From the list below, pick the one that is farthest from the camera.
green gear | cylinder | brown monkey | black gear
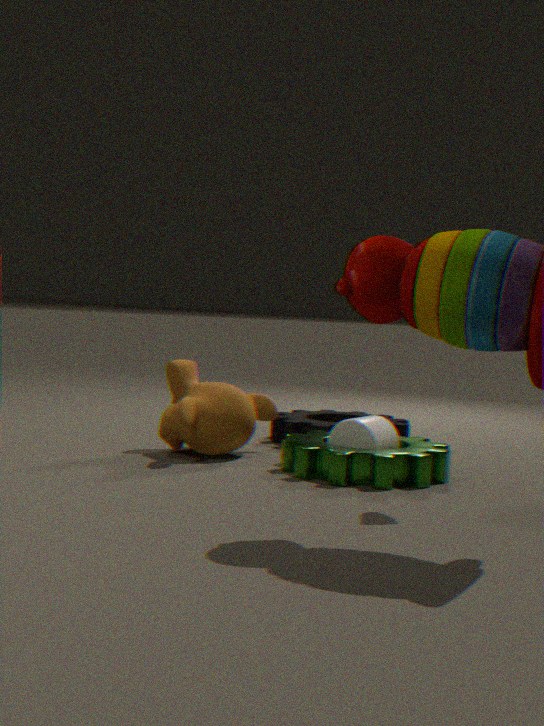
black gear
